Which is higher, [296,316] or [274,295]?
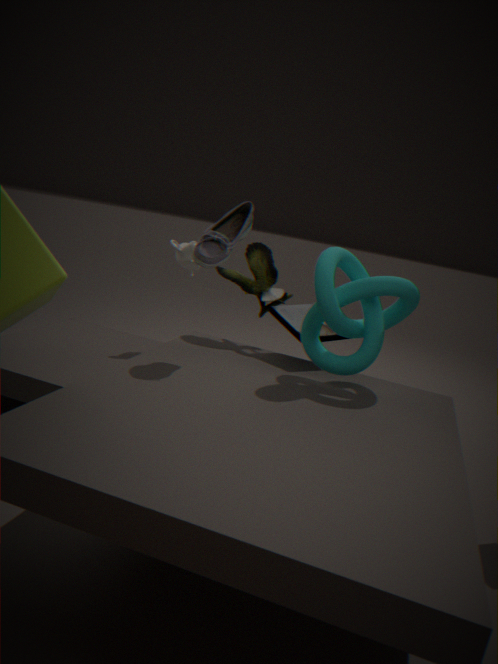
[274,295]
